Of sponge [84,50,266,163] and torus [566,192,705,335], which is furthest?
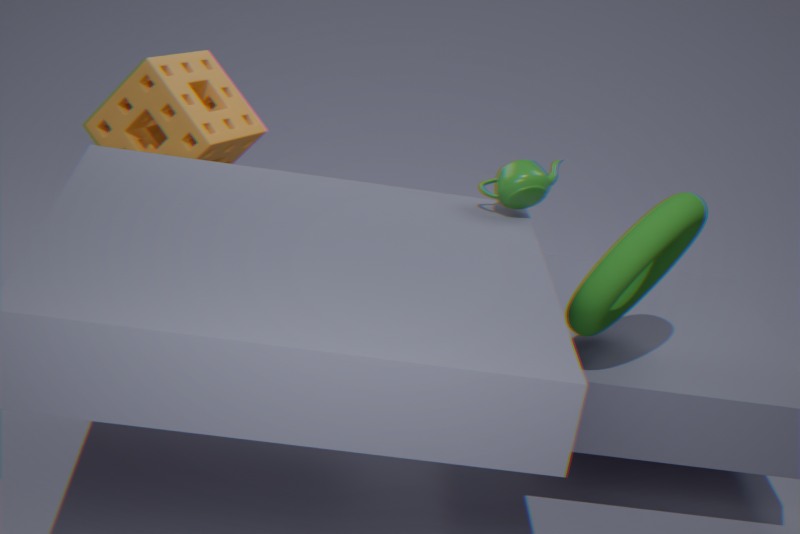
sponge [84,50,266,163]
